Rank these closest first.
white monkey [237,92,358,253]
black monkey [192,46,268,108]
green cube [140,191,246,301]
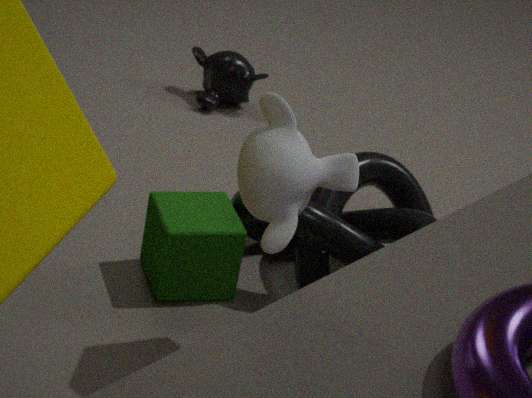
white monkey [237,92,358,253] < green cube [140,191,246,301] < black monkey [192,46,268,108]
